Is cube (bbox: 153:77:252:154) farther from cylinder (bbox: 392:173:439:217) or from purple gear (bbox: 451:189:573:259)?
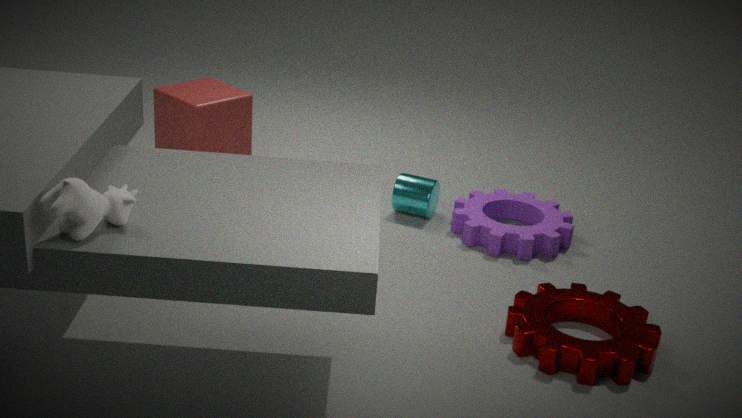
purple gear (bbox: 451:189:573:259)
